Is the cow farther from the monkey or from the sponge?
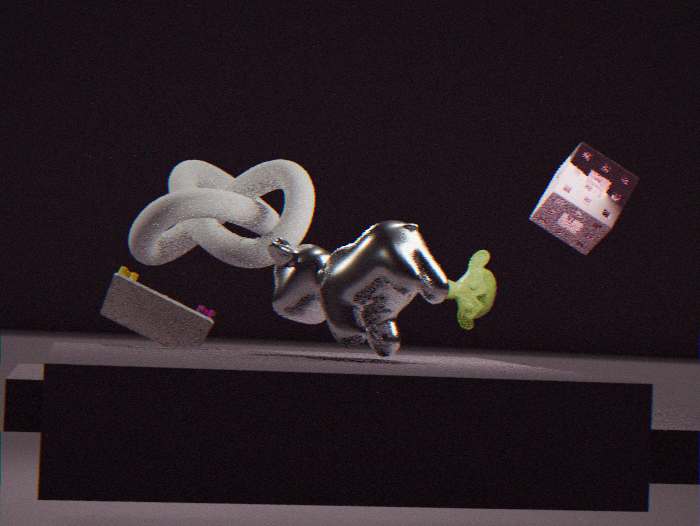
the monkey
